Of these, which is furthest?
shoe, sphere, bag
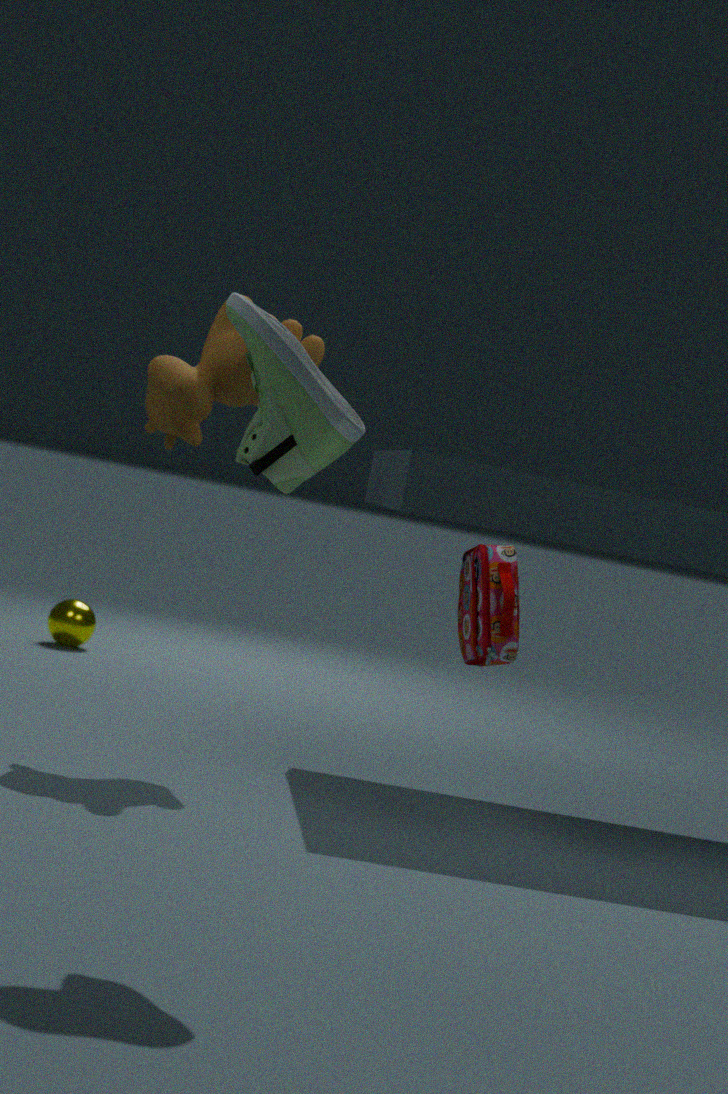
sphere
